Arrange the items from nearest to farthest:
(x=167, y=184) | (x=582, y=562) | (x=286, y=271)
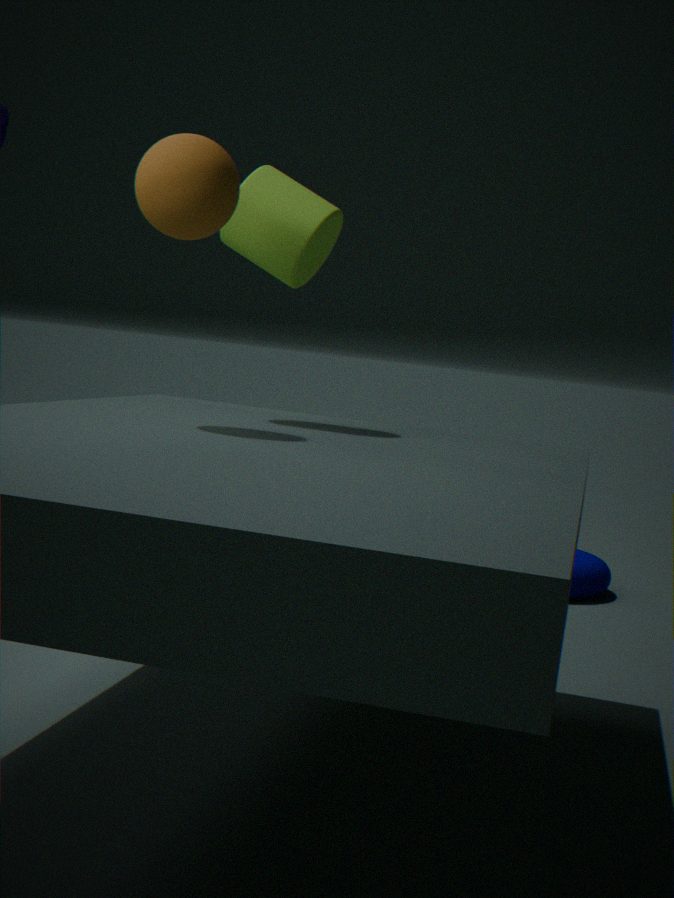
(x=167, y=184), (x=286, y=271), (x=582, y=562)
